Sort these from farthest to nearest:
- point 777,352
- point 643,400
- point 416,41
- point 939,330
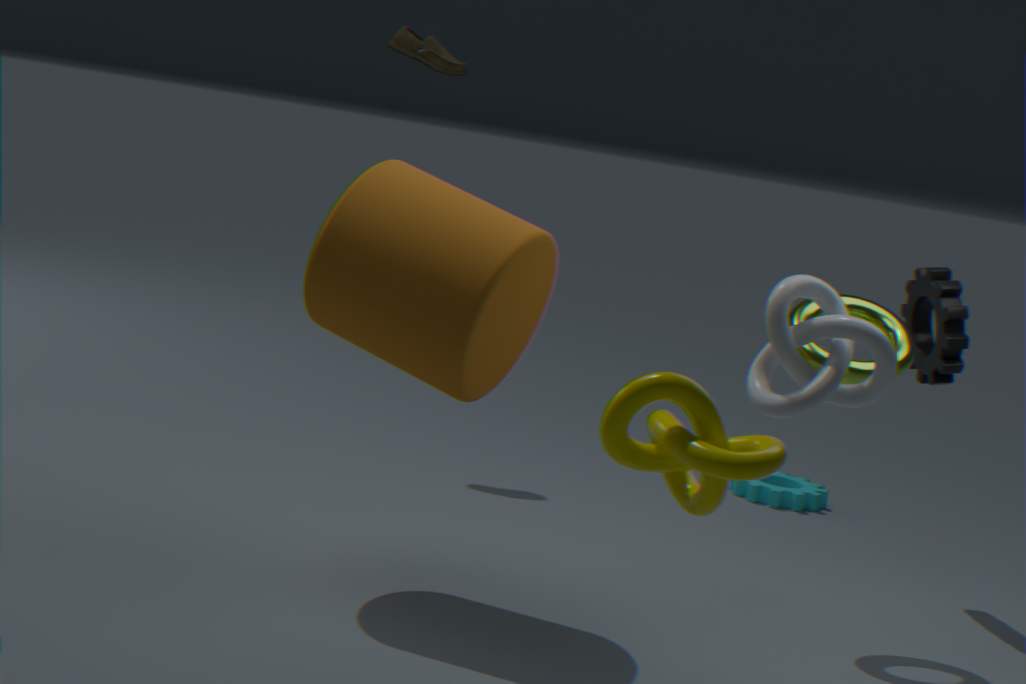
point 416,41 → point 939,330 → point 777,352 → point 643,400
